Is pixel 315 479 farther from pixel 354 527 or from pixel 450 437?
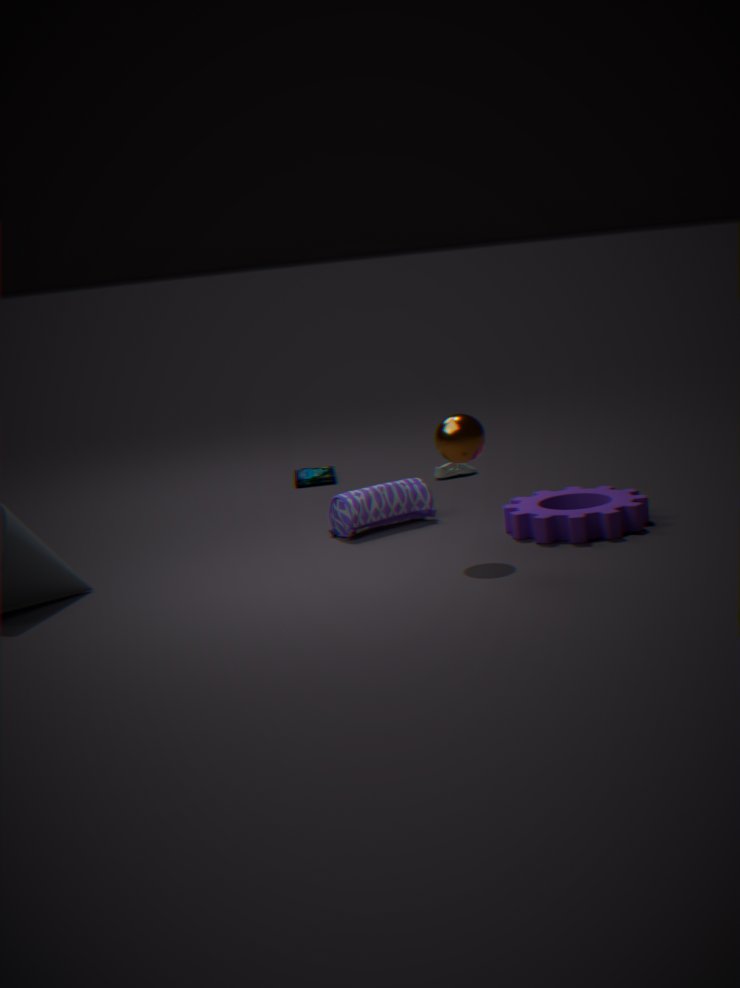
pixel 450 437
